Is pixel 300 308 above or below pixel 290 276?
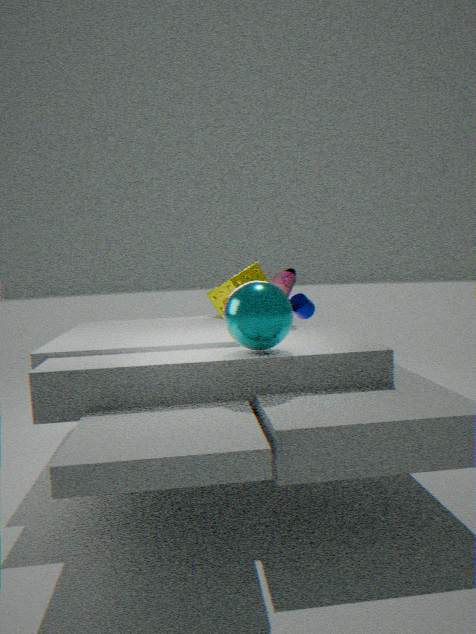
below
